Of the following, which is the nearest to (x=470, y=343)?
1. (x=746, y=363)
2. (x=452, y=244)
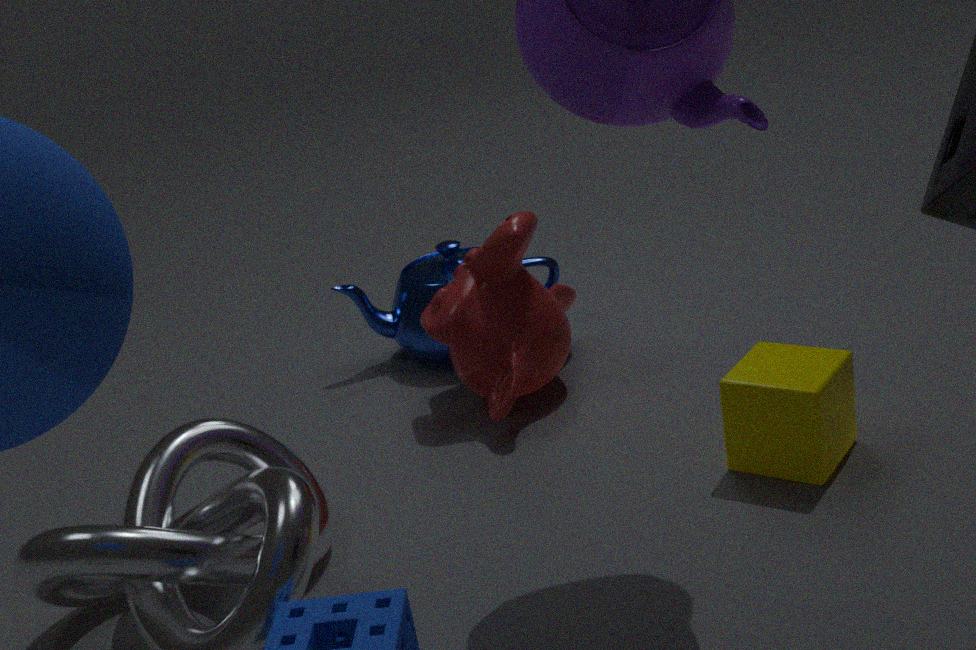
(x=452, y=244)
